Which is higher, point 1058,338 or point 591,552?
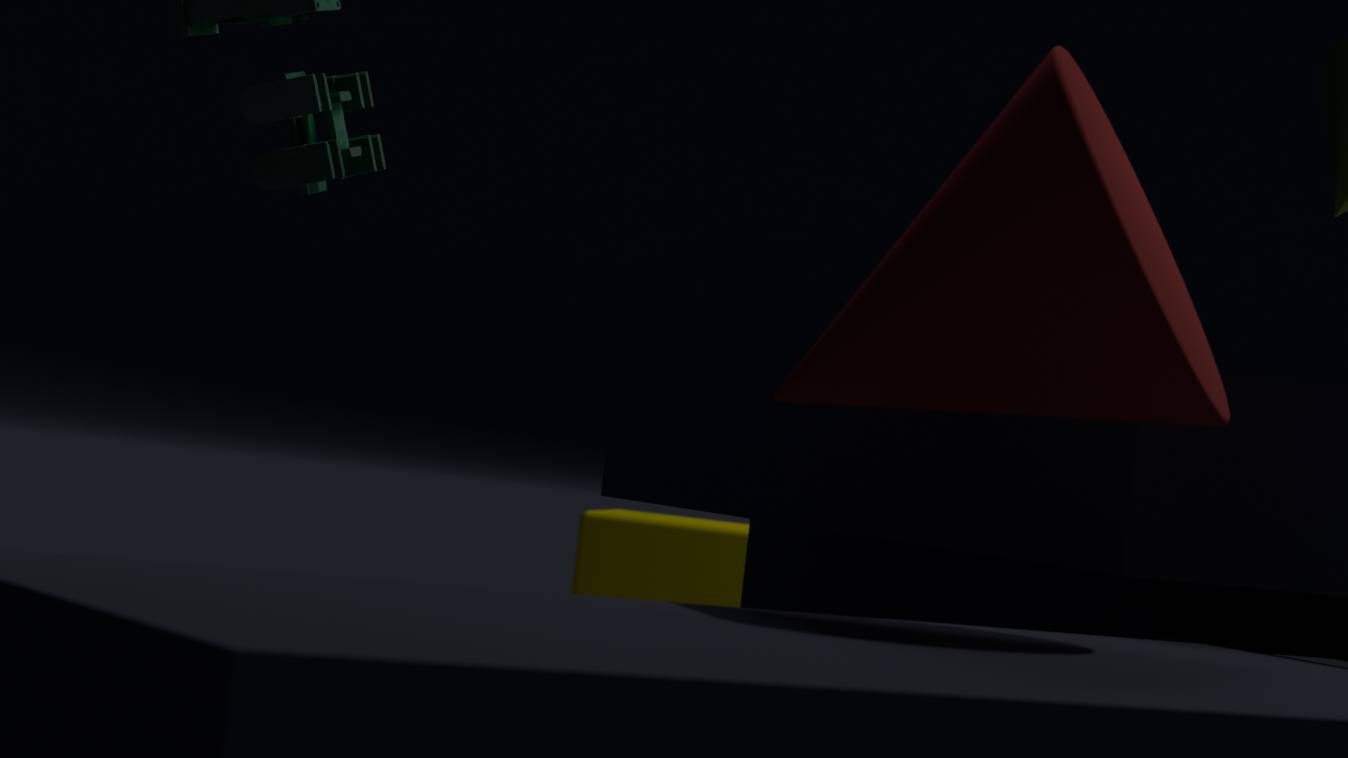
point 1058,338
